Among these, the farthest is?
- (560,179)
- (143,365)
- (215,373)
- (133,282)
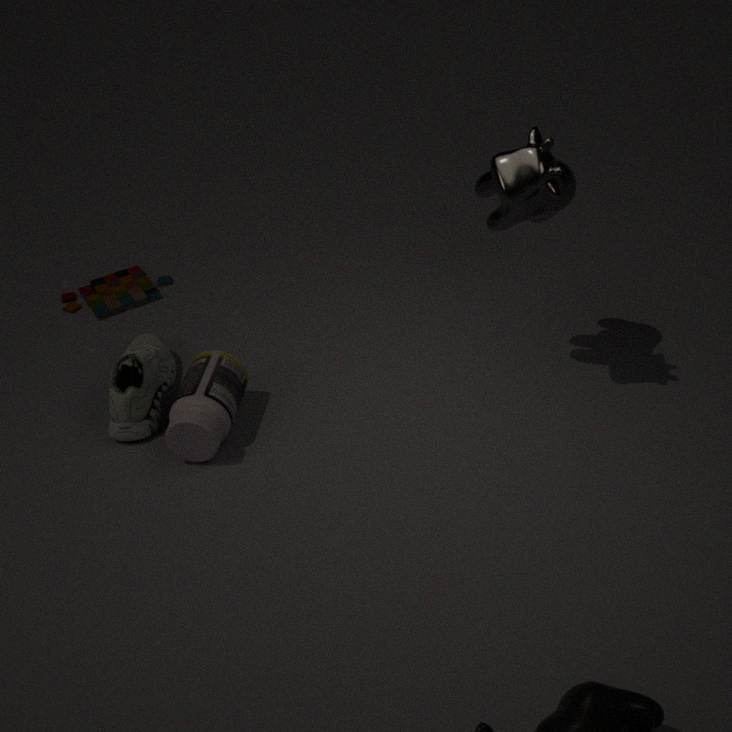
(133,282)
